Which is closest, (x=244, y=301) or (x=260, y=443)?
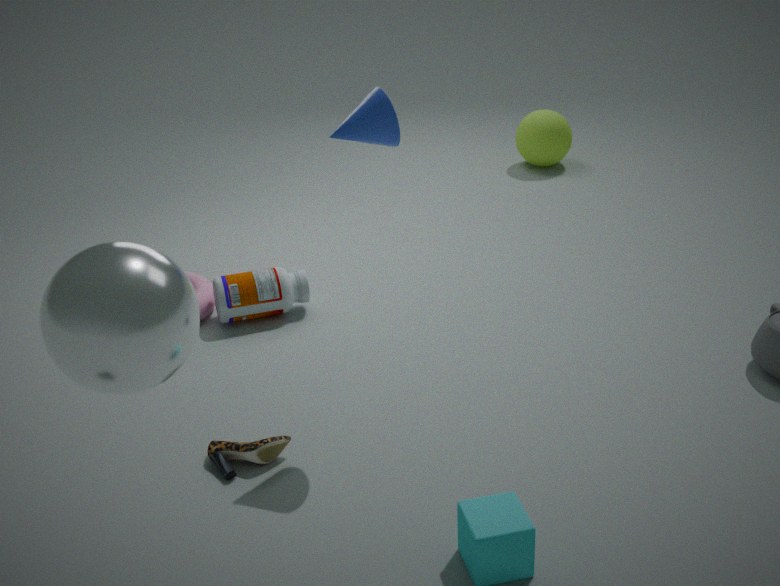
(x=260, y=443)
